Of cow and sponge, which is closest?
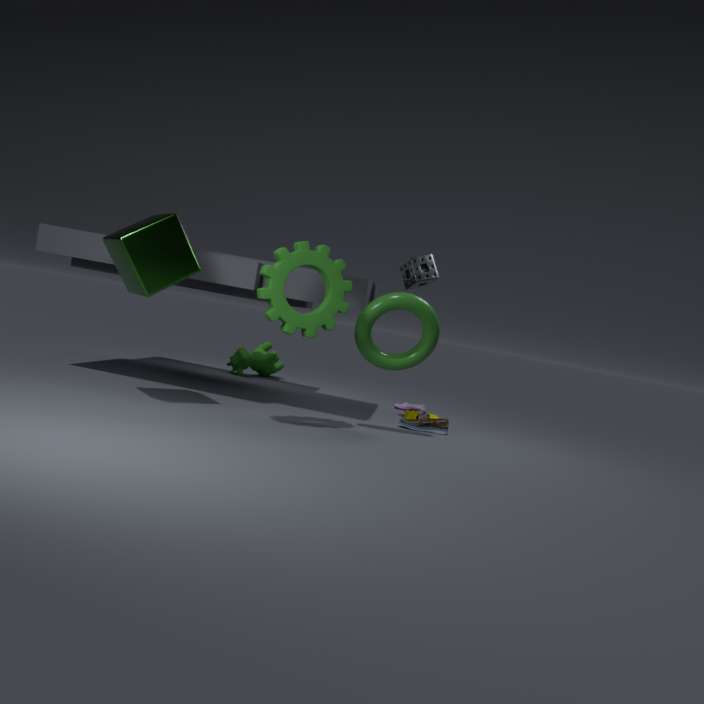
sponge
